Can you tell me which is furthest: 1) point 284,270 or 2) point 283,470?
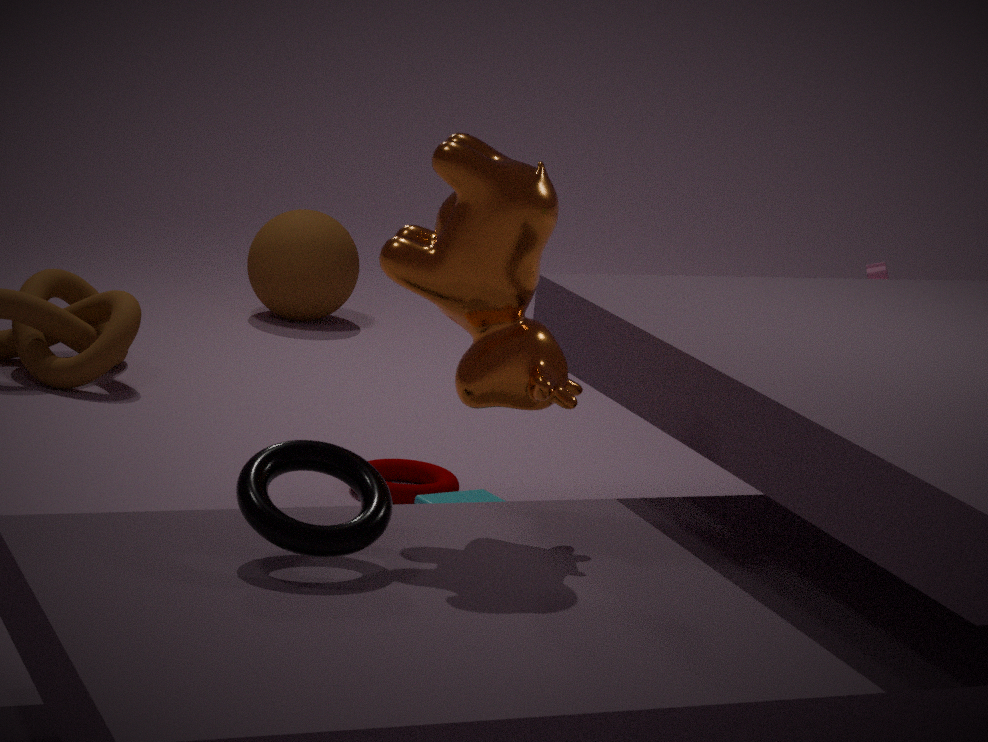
1. point 284,270
